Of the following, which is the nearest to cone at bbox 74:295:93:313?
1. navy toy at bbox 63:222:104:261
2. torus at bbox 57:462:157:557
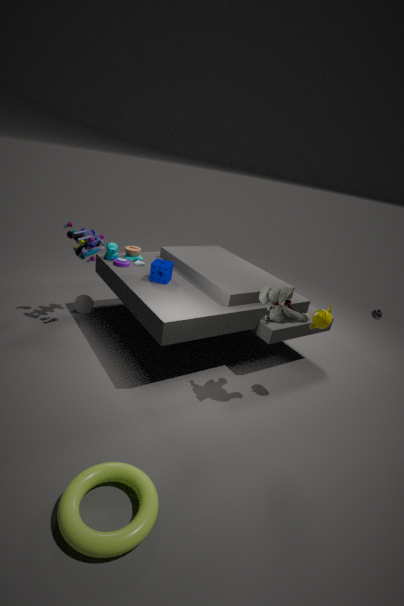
navy toy at bbox 63:222:104:261
